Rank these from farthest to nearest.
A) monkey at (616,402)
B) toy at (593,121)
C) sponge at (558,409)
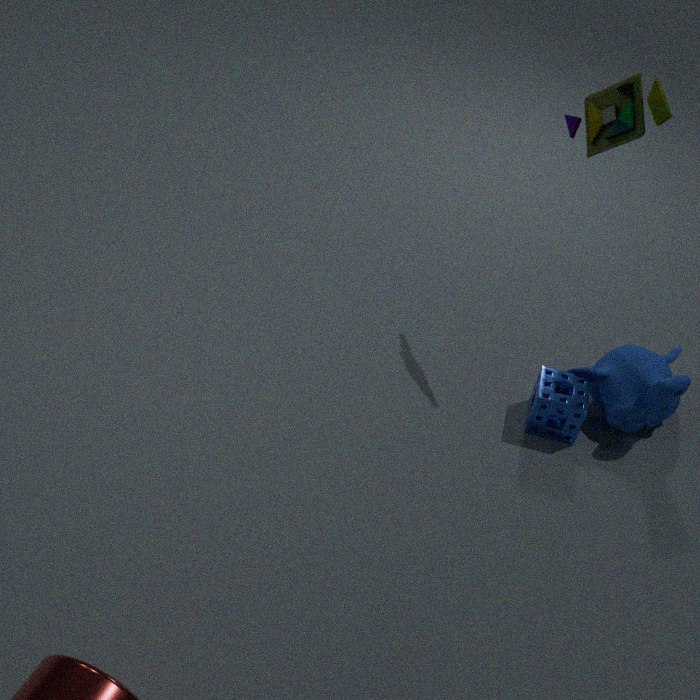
sponge at (558,409)
monkey at (616,402)
toy at (593,121)
